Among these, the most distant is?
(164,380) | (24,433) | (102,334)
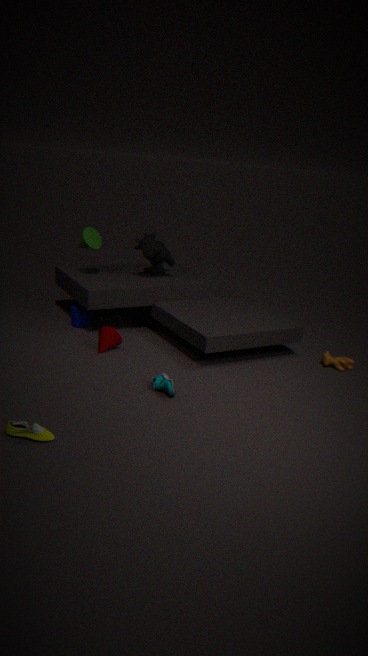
(102,334)
